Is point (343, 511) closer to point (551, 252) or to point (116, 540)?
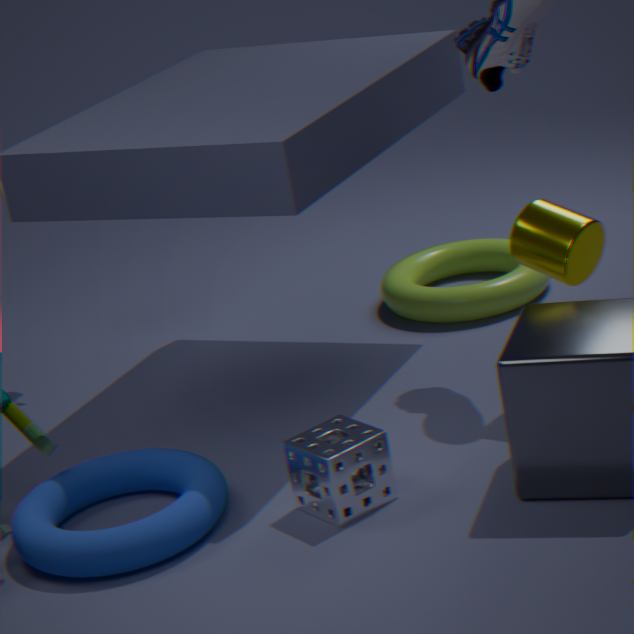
point (116, 540)
